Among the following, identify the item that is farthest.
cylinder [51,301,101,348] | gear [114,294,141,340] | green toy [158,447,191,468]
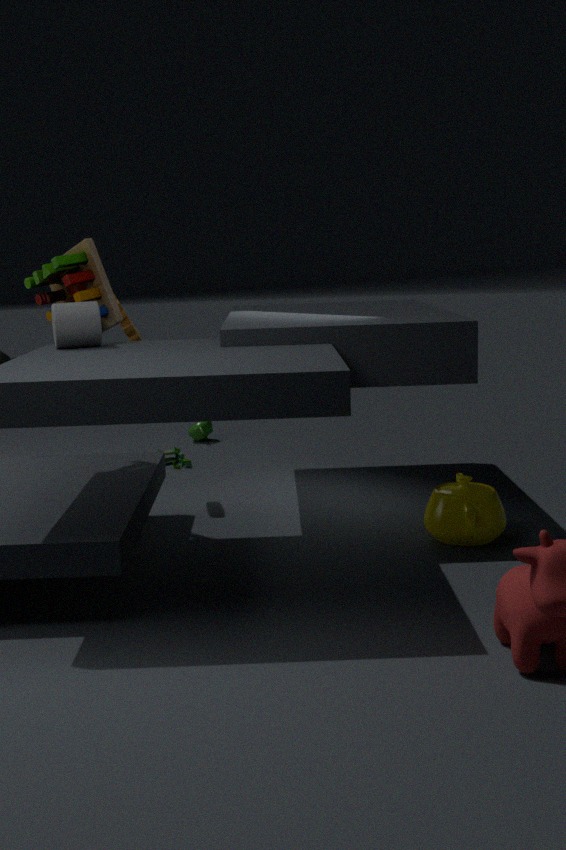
green toy [158,447,191,468]
